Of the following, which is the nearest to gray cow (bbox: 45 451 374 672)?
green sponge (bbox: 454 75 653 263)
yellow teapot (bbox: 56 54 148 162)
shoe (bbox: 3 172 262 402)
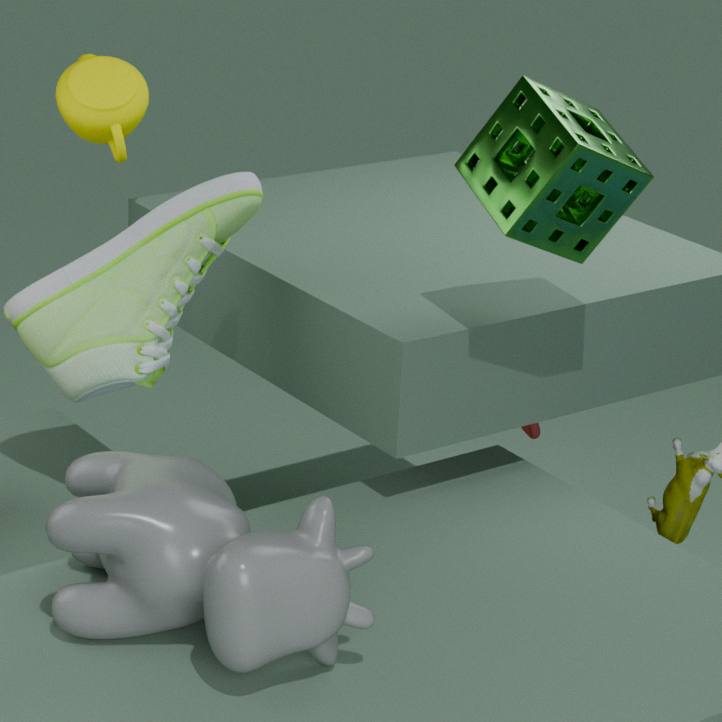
shoe (bbox: 3 172 262 402)
